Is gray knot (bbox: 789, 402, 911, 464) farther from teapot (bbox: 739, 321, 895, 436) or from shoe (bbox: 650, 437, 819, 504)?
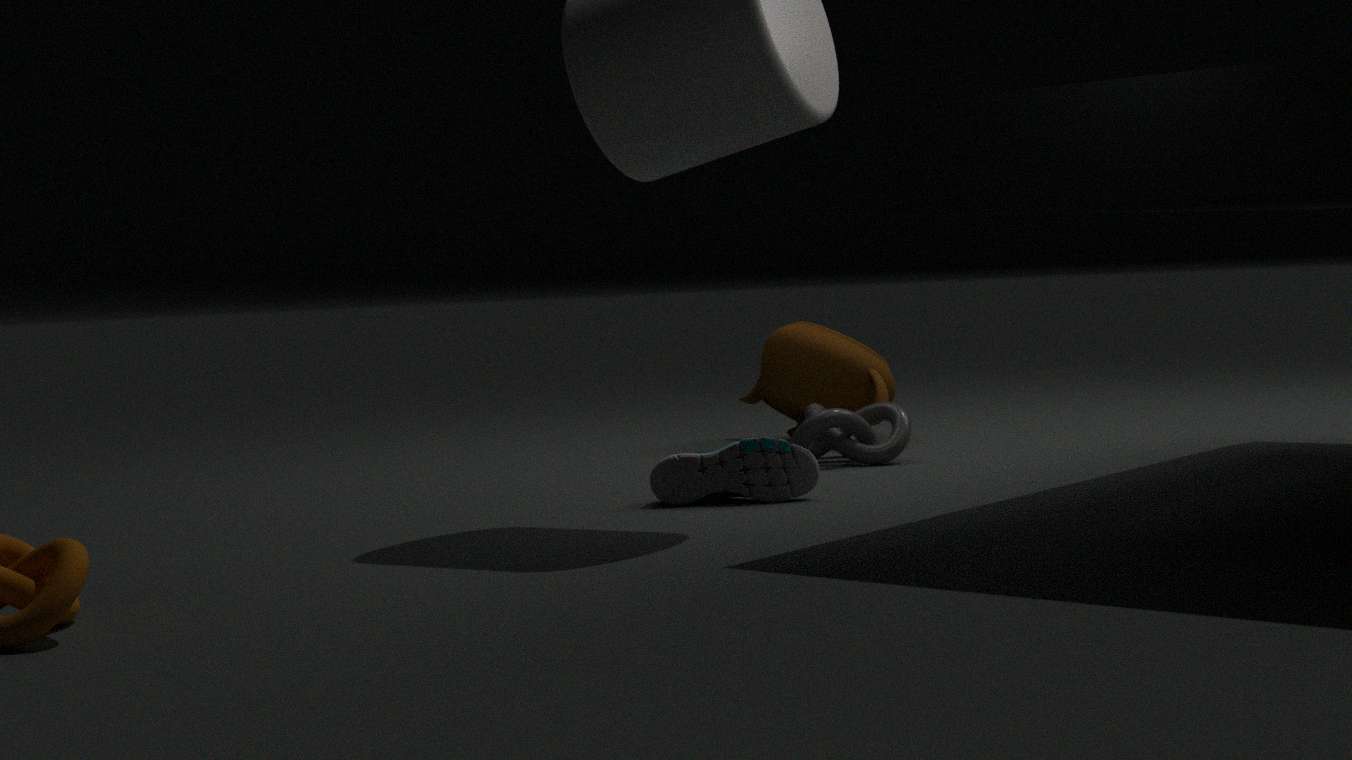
shoe (bbox: 650, 437, 819, 504)
